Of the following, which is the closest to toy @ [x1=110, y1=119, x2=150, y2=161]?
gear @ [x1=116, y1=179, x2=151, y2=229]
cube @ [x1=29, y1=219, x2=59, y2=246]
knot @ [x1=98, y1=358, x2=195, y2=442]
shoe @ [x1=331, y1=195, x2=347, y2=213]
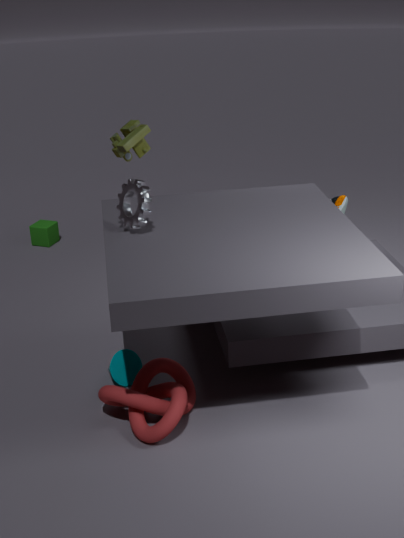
cube @ [x1=29, y1=219, x2=59, y2=246]
